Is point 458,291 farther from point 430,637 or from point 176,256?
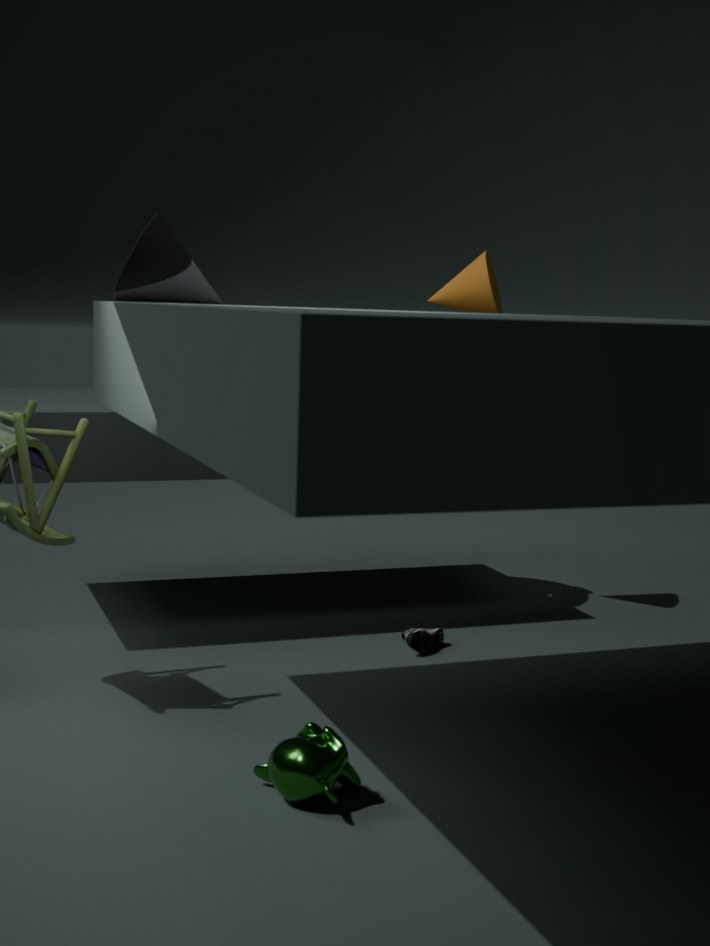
point 176,256
